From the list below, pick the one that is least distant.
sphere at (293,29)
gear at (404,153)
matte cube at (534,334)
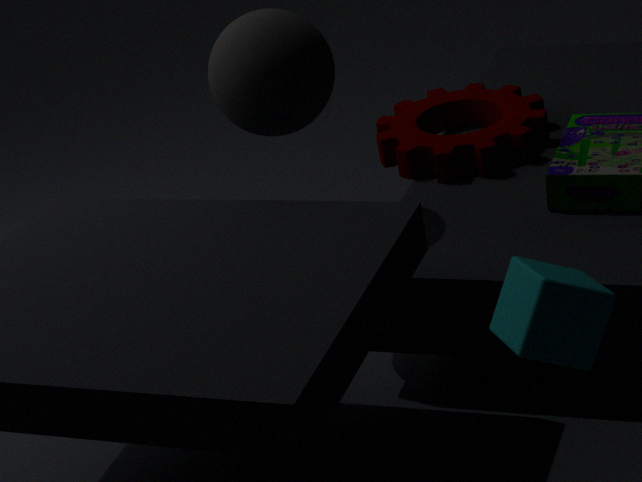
matte cube at (534,334)
